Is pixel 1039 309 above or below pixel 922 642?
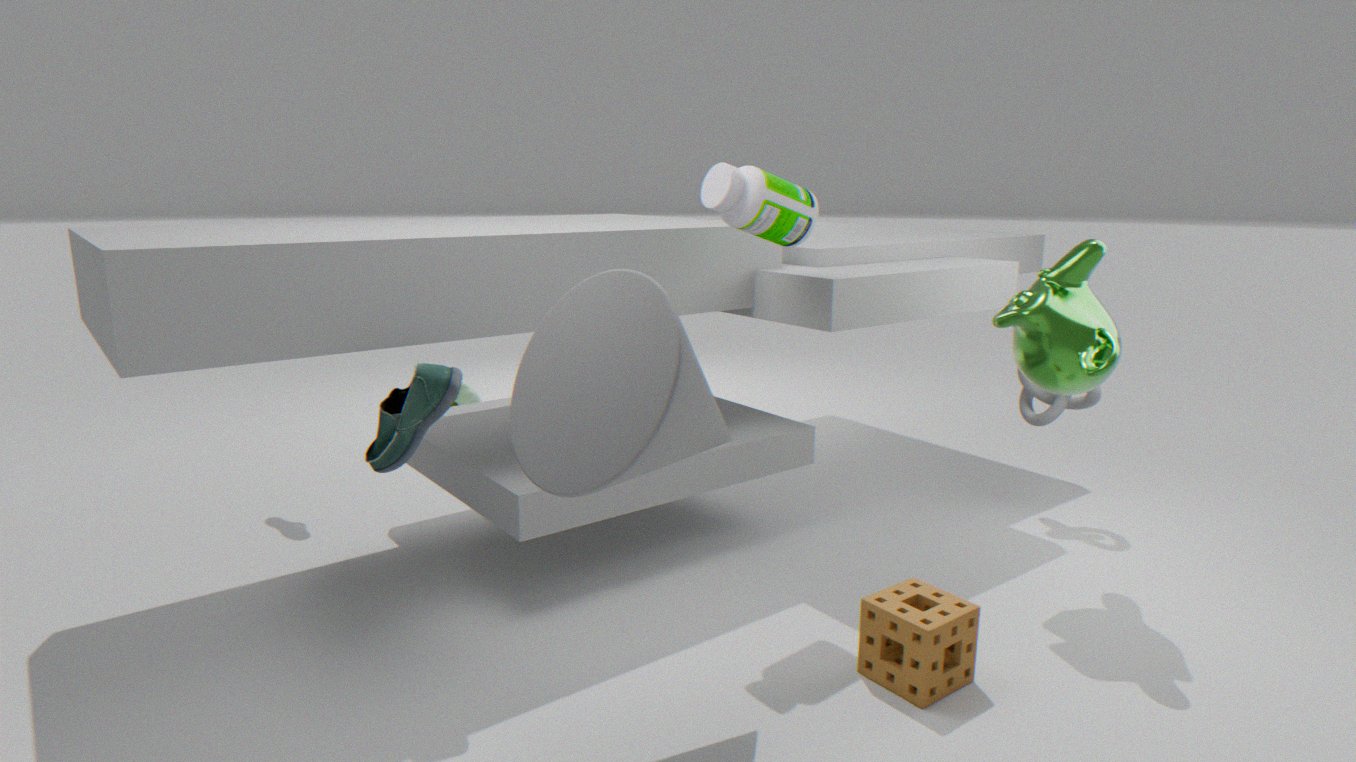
above
